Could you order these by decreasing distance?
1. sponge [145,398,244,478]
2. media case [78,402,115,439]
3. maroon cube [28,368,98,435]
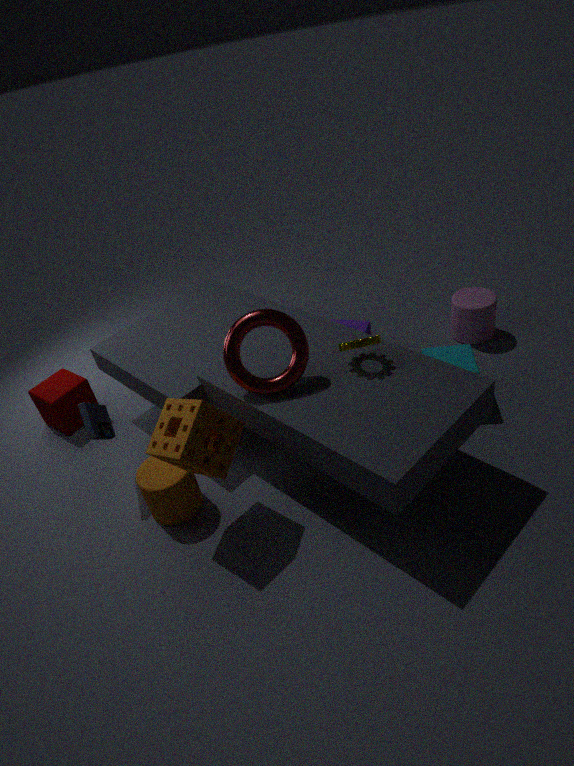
maroon cube [28,368,98,435]
media case [78,402,115,439]
sponge [145,398,244,478]
